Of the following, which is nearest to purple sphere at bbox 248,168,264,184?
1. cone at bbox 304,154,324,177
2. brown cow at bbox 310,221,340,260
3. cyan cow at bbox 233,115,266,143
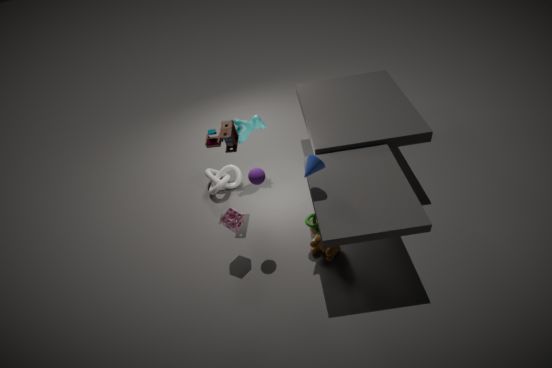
cone at bbox 304,154,324,177
